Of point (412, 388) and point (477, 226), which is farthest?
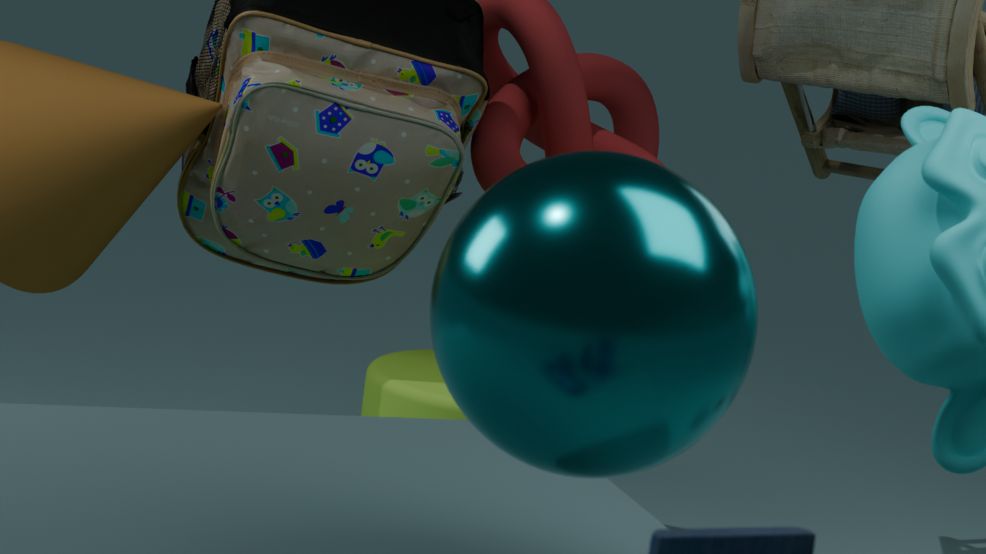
point (412, 388)
